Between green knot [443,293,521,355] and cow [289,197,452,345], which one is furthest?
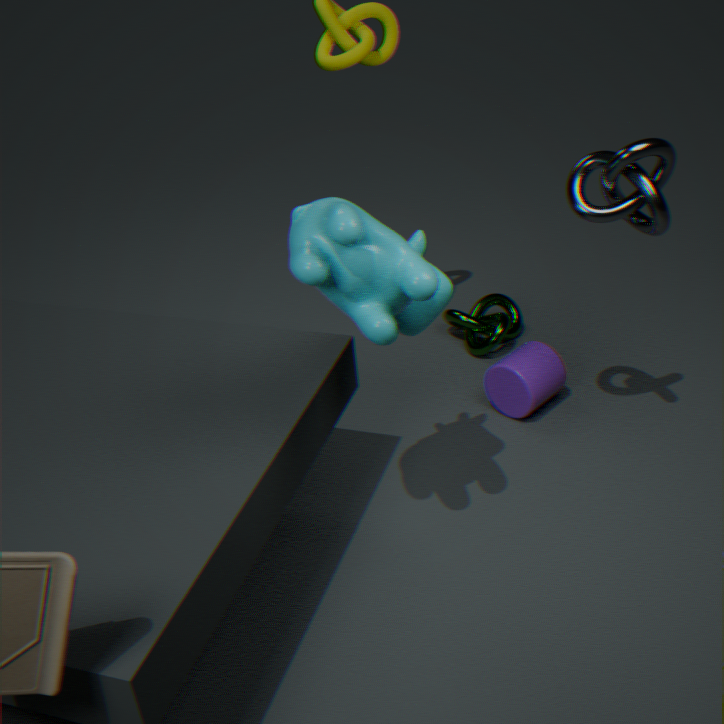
green knot [443,293,521,355]
